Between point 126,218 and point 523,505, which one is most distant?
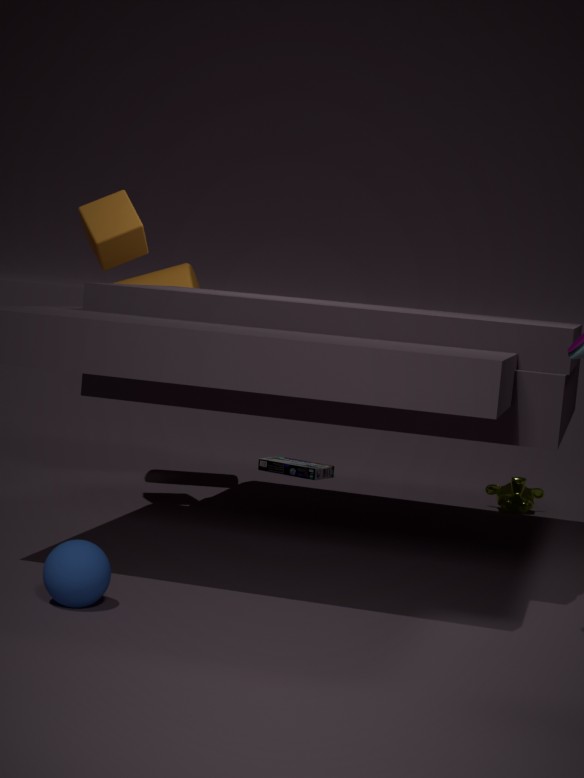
point 523,505
